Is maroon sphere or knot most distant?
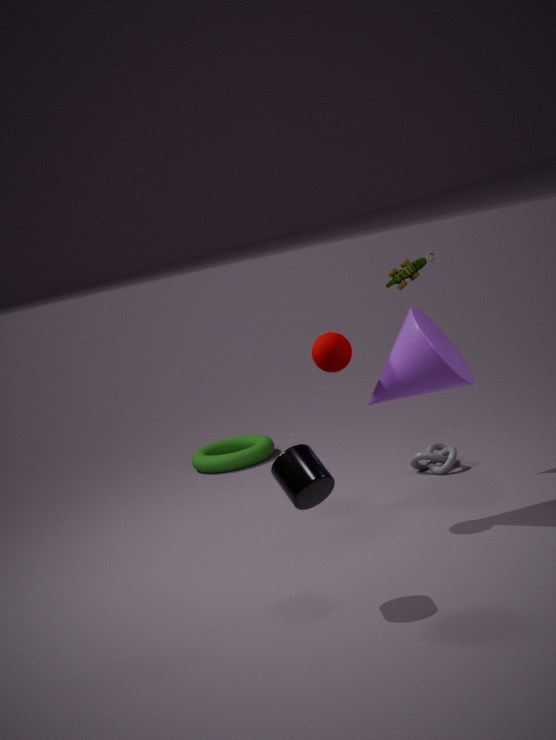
knot
